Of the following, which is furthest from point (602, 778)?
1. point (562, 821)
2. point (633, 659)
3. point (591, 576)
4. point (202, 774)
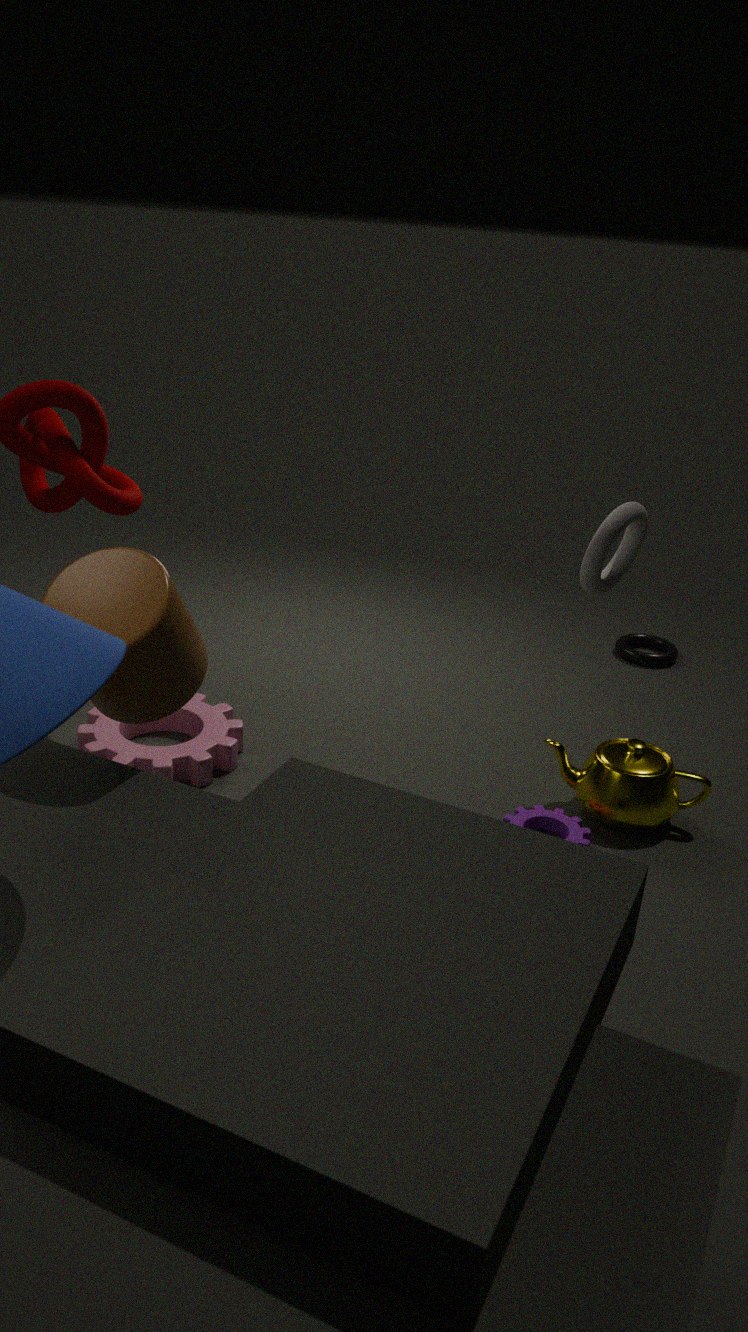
point (202, 774)
